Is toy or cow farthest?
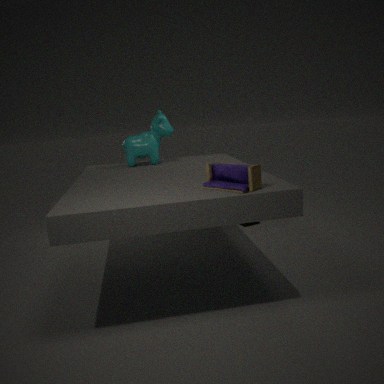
cow
